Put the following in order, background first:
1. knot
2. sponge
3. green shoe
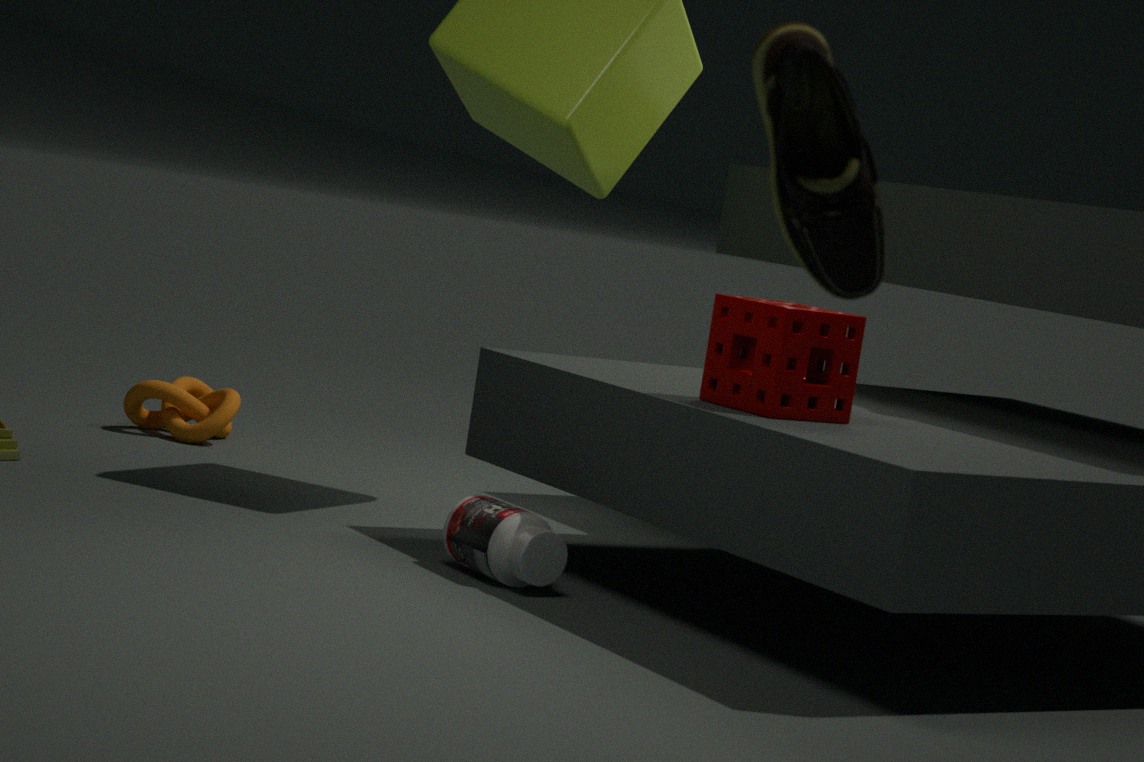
1. knot
2. sponge
3. green shoe
